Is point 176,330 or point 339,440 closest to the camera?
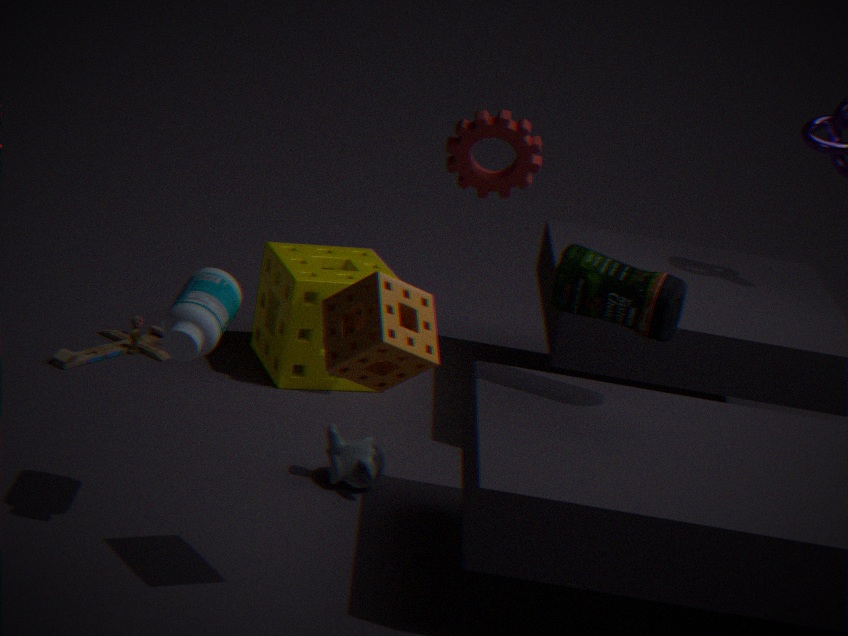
point 176,330
